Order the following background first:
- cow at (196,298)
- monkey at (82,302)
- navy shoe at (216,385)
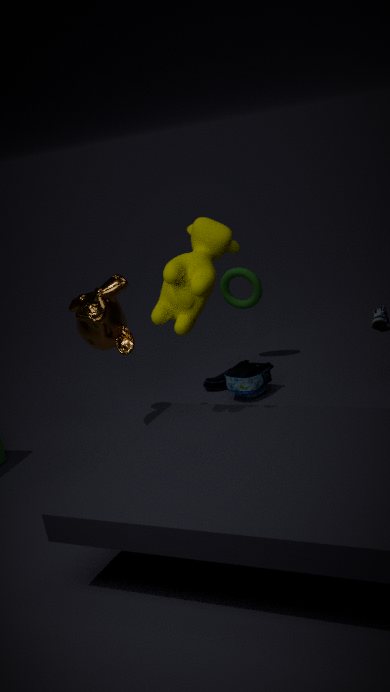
navy shoe at (216,385)
monkey at (82,302)
cow at (196,298)
